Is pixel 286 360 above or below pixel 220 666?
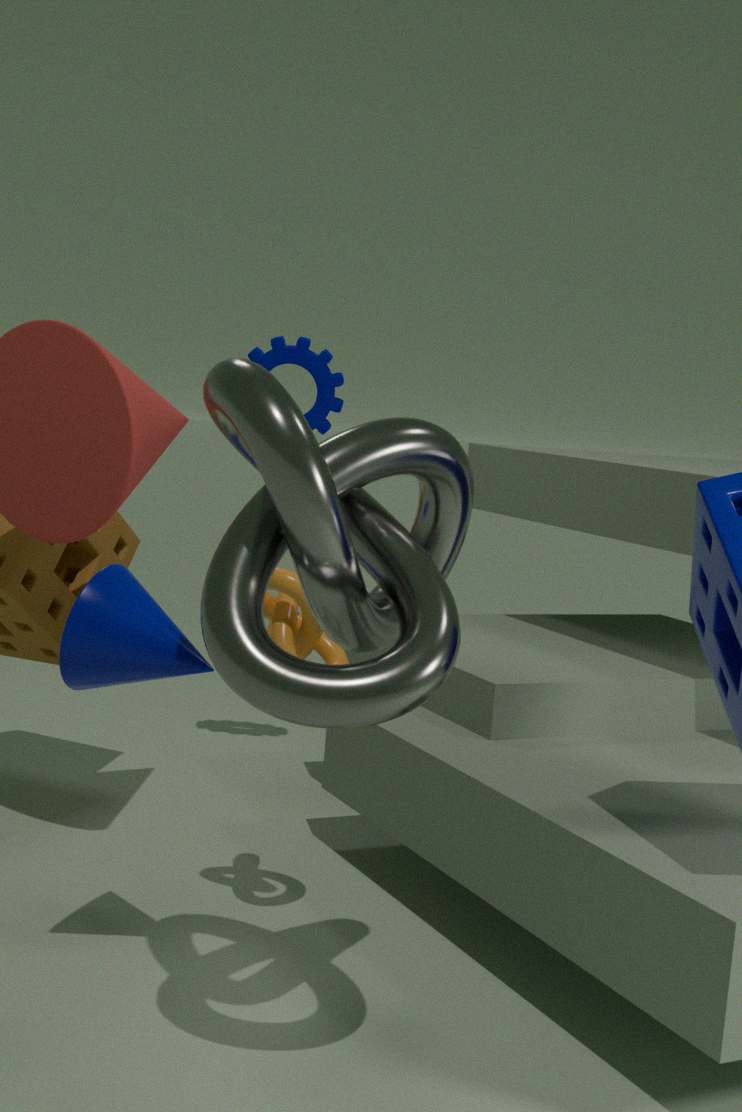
above
